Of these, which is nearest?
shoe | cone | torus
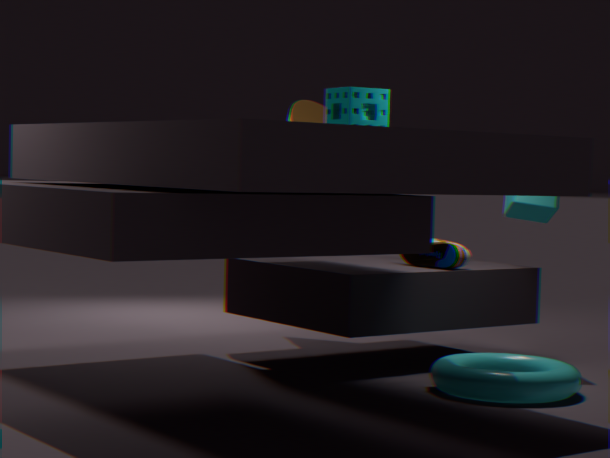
torus
